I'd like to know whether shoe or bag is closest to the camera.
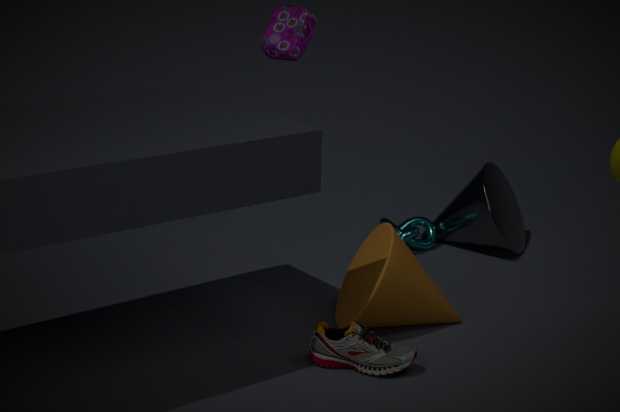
shoe
